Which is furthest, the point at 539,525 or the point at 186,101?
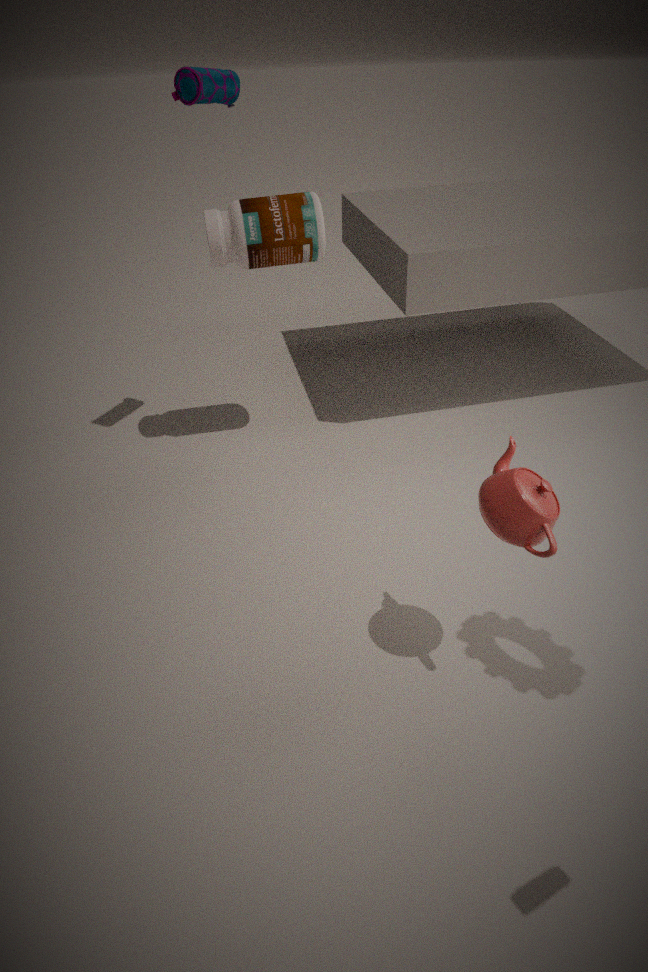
the point at 186,101
